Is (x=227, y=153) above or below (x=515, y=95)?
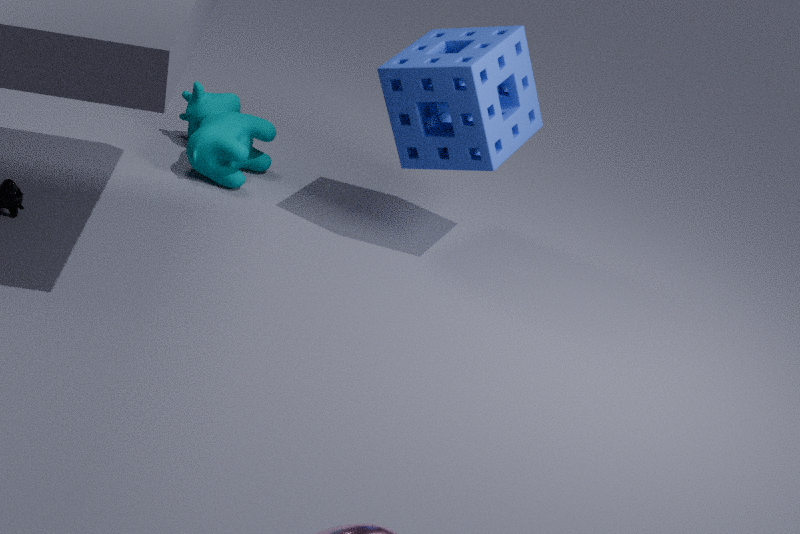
below
